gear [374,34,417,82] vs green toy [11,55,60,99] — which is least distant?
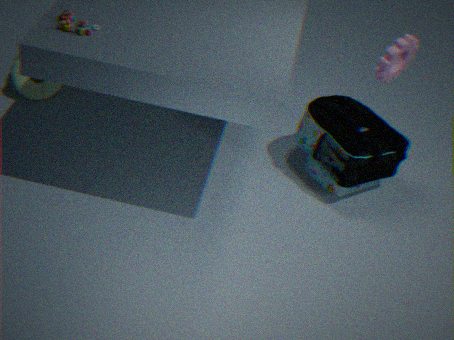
gear [374,34,417,82]
